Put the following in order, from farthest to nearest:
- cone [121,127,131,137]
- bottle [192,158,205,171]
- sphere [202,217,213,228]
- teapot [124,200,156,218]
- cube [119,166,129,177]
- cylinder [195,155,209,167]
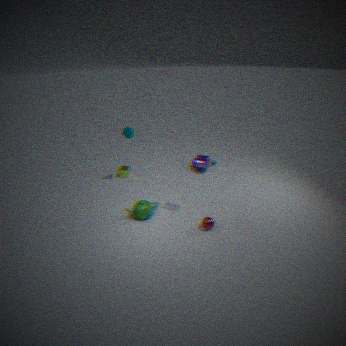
bottle [192,158,205,171], cube [119,166,129,177], cone [121,127,131,137], teapot [124,200,156,218], sphere [202,217,213,228], cylinder [195,155,209,167]
